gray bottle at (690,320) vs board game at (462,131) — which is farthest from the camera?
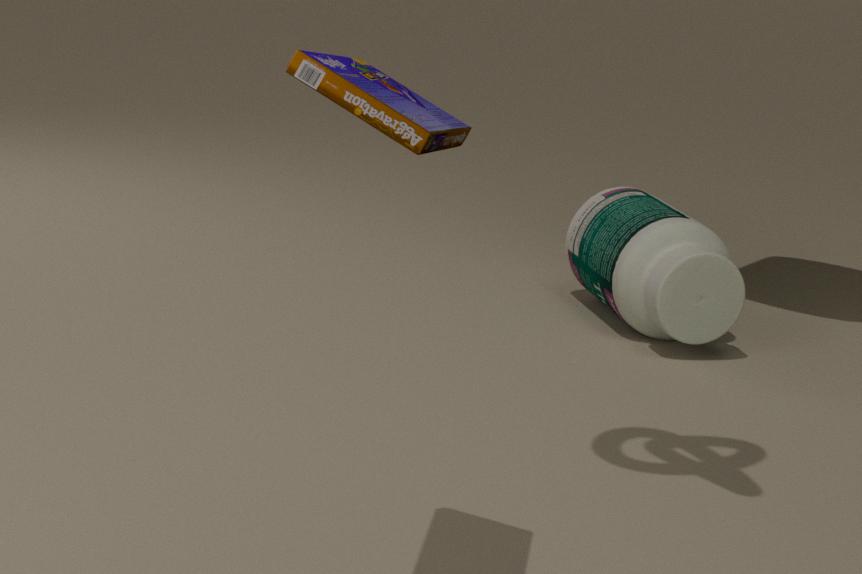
gray bottle at (690,320)
